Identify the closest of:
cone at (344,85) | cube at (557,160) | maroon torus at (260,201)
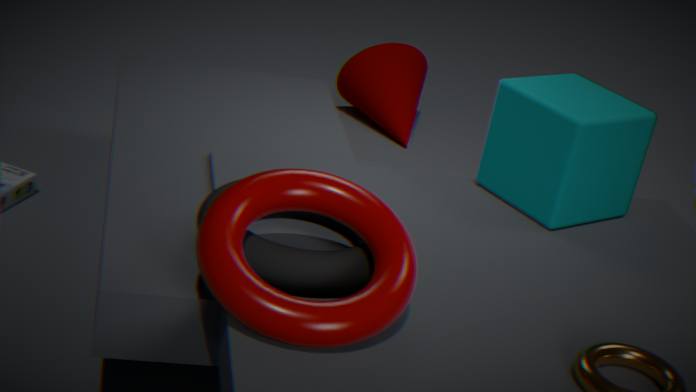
maroon torus at (260,201)
